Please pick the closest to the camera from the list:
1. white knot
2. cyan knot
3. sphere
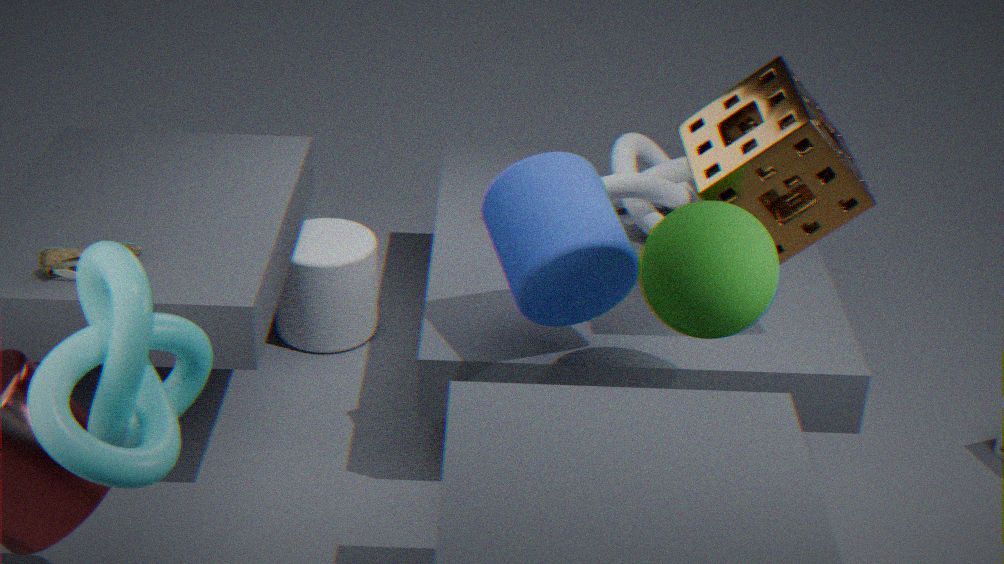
cyan knot
